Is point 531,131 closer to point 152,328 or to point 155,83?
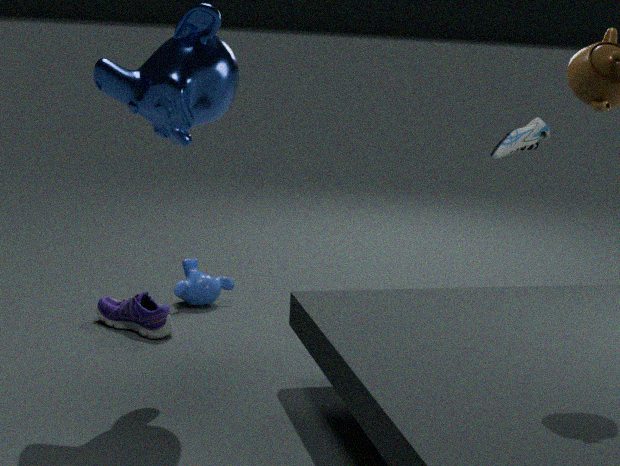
point 155,83
